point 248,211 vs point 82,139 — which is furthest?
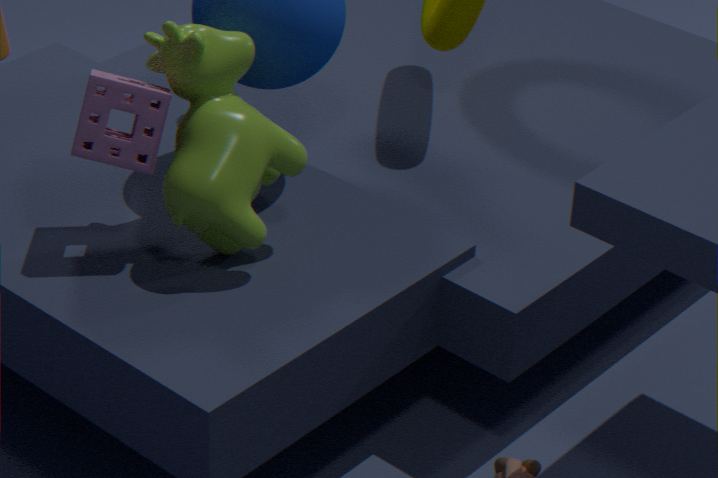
point 248,211
